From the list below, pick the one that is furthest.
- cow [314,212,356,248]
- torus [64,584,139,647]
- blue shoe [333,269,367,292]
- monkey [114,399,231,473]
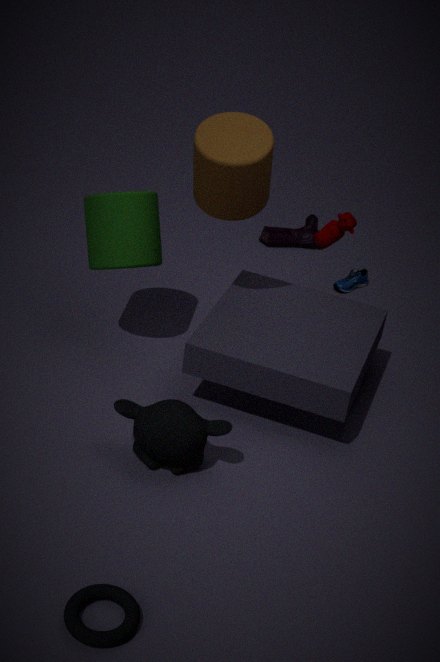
blue shoe [333,269,367,292]
